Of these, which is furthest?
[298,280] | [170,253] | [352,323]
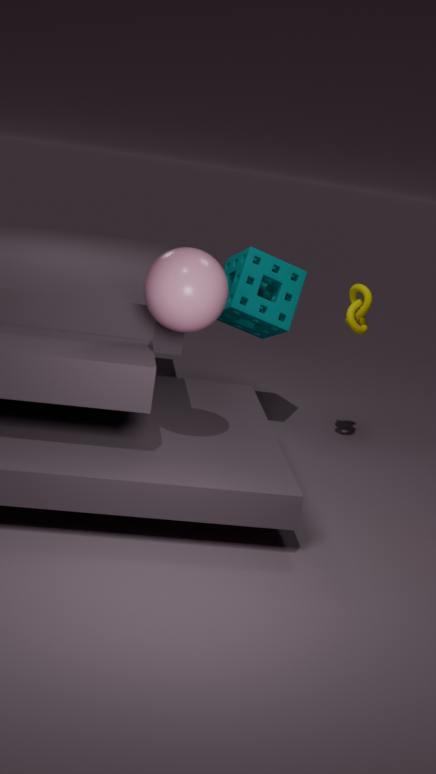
[298,280]
